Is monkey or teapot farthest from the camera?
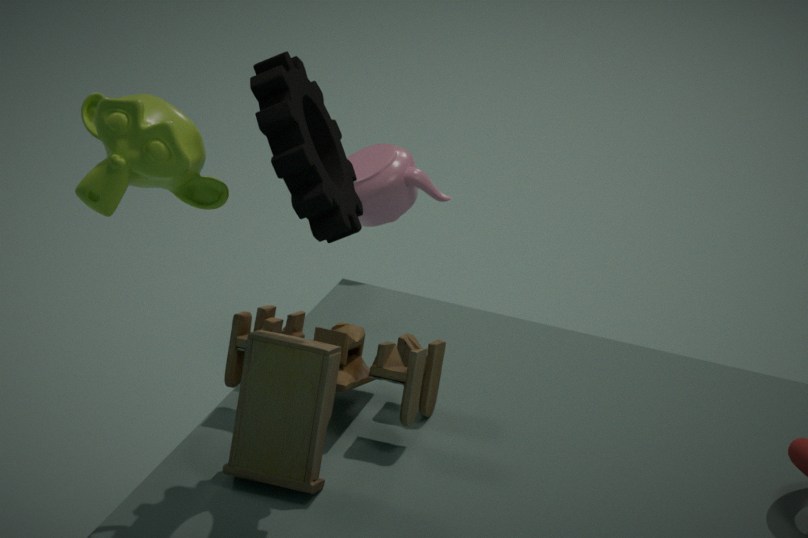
teapot
